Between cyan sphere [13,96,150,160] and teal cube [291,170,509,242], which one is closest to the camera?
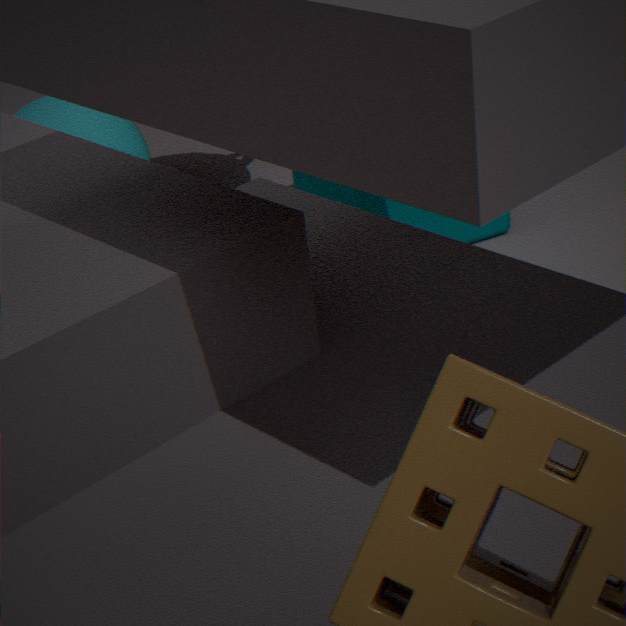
teal cube [291,170,509,242]
